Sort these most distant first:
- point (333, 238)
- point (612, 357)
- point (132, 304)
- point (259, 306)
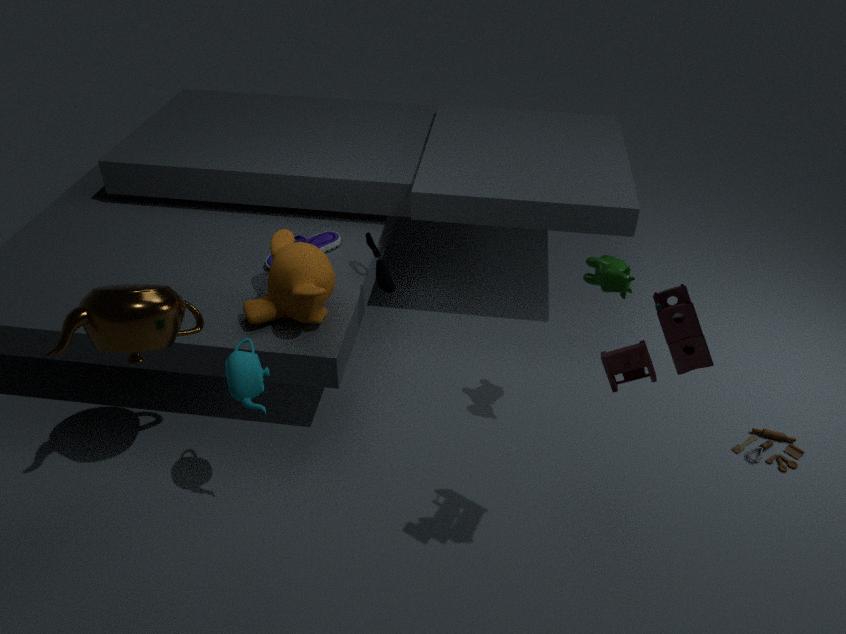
point (333, 238), point (259, 306), point (132, 304), point (612, 357)
